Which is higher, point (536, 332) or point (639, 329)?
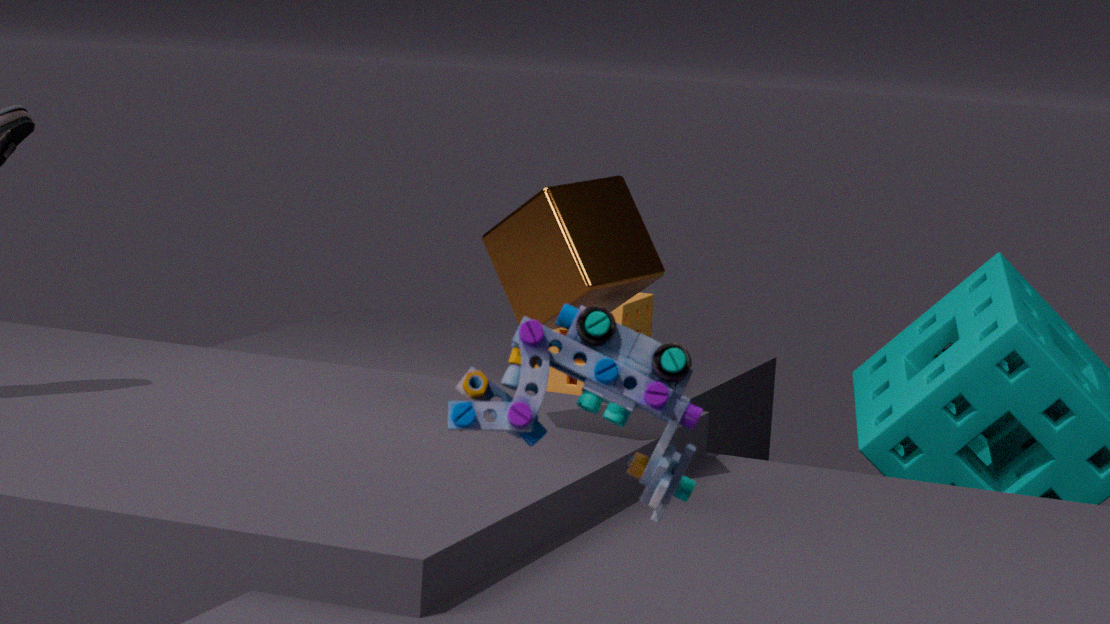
point (536, 332)
